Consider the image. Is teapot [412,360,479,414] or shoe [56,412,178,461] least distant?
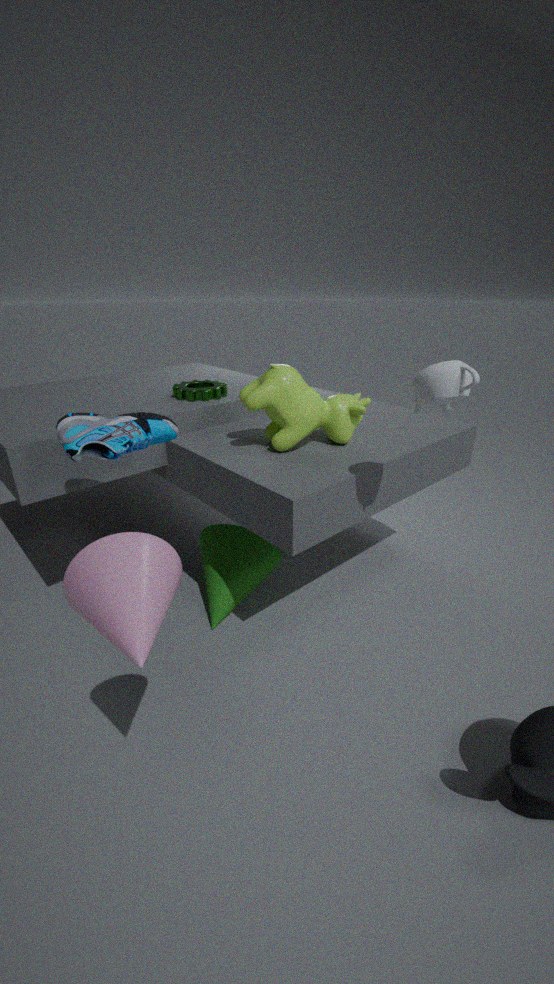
teapot [412,360,479,414]
